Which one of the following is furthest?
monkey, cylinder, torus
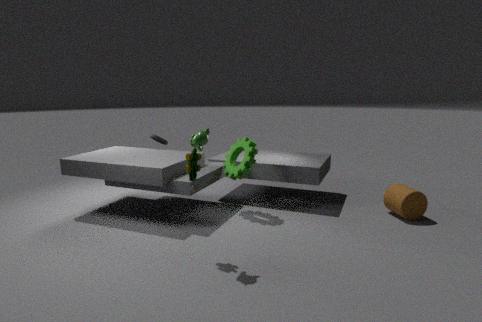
torus
